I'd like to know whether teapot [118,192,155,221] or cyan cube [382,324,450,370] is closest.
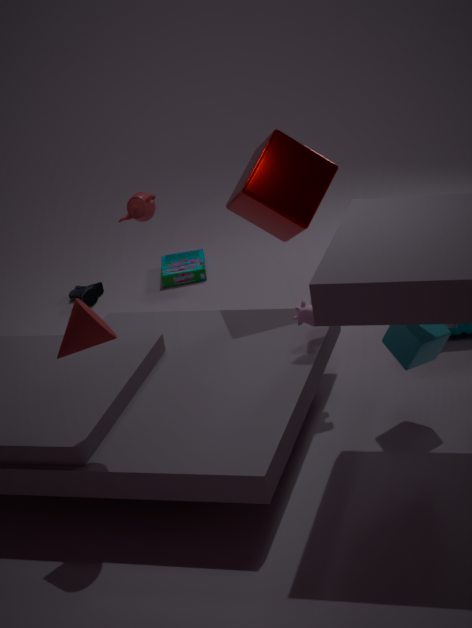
cyan cube [382,324,450,370]
